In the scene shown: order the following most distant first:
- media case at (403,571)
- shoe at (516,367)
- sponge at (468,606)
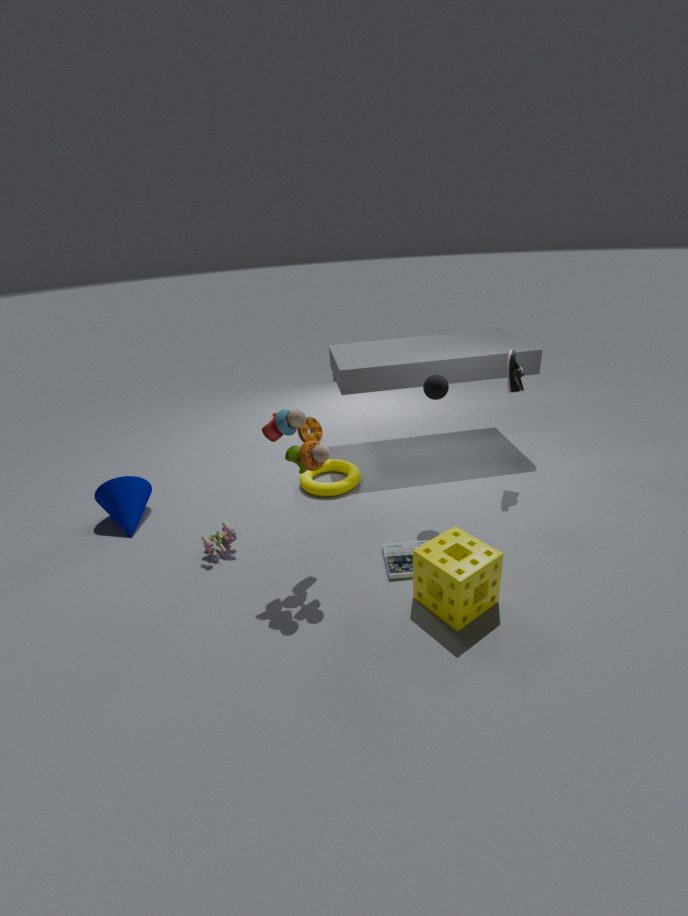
shoe at (516,367), media case at (403,571), sponge at (468,606)
